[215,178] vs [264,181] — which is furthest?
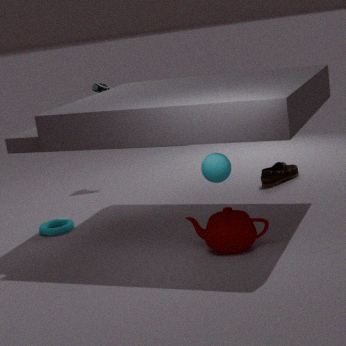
[264,181]
